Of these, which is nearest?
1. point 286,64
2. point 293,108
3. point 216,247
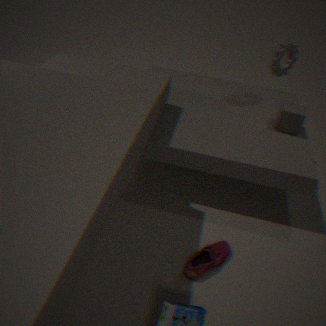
point 216,247
